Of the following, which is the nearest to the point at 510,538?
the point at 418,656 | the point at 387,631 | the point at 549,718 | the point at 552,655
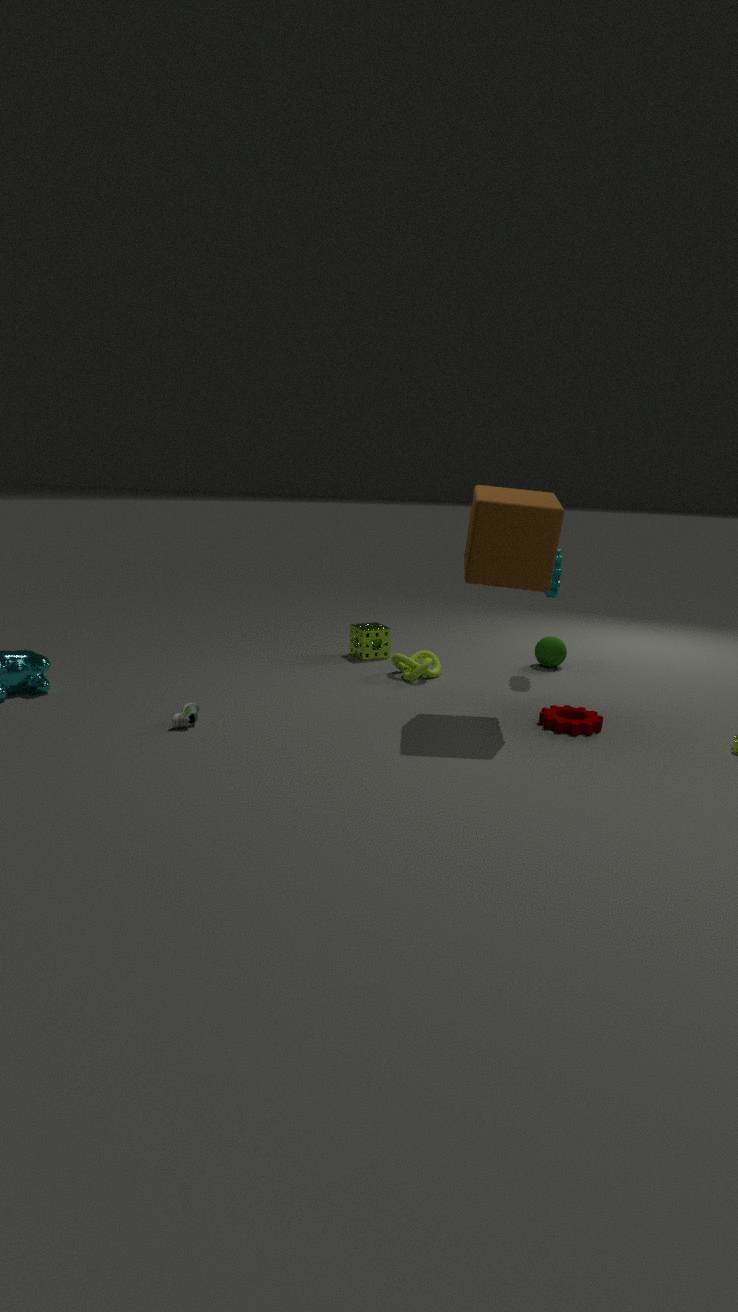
the point at 549,718
